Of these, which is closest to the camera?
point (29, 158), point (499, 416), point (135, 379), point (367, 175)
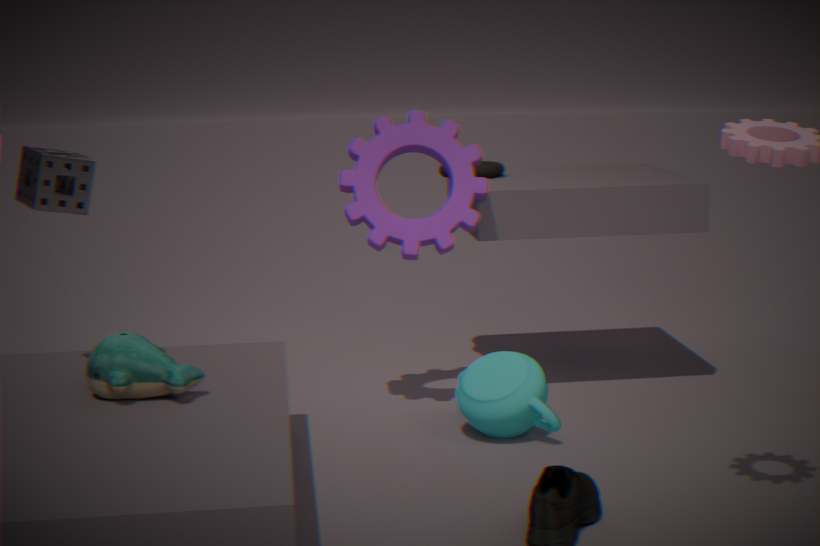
point (135, 379)
